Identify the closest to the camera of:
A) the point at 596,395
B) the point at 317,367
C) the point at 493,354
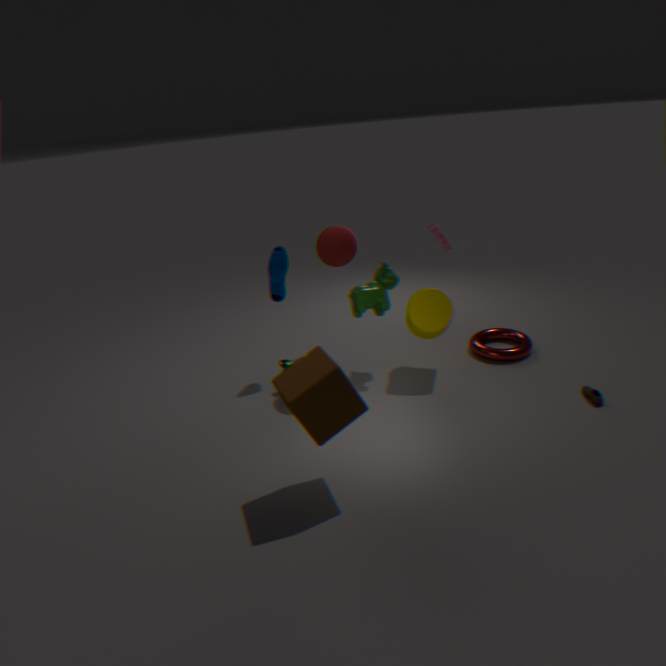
the point at 317,367
